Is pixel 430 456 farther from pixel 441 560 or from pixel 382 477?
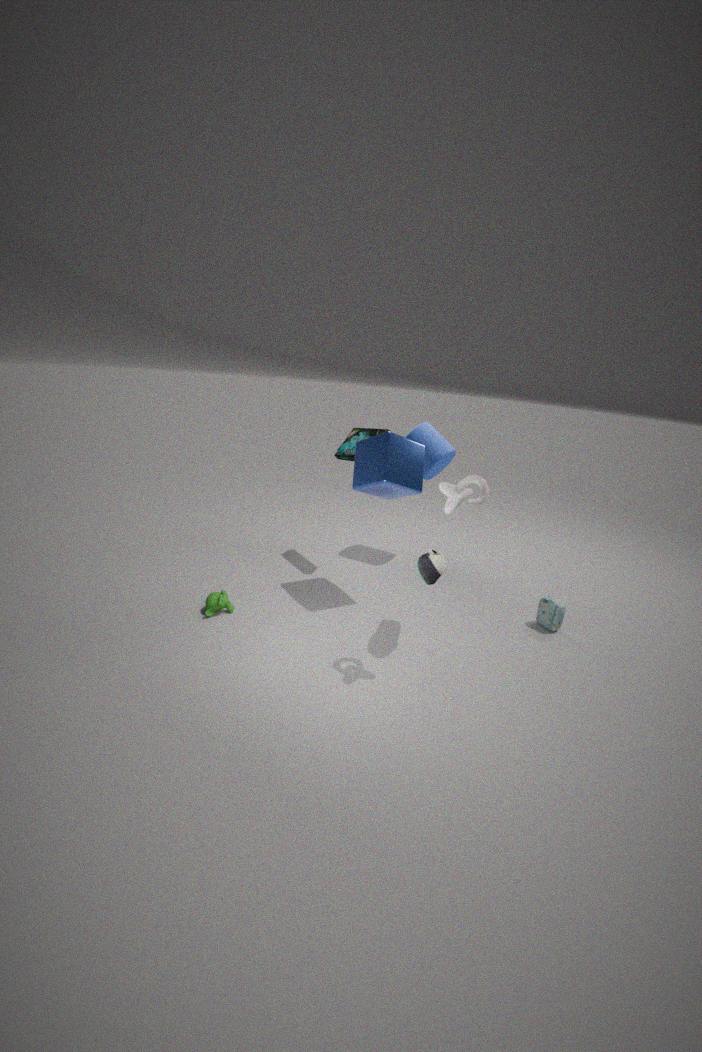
pixel 441 560
